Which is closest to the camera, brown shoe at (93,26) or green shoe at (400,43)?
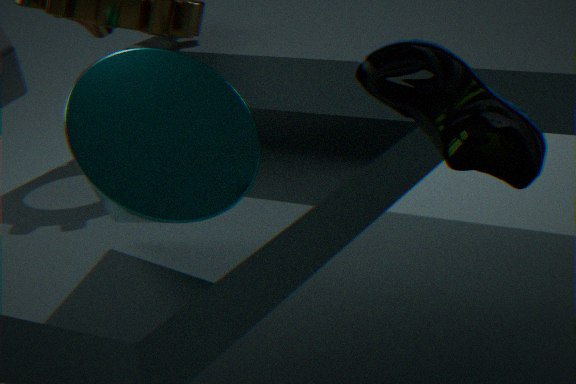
green shoe at (400,43)
